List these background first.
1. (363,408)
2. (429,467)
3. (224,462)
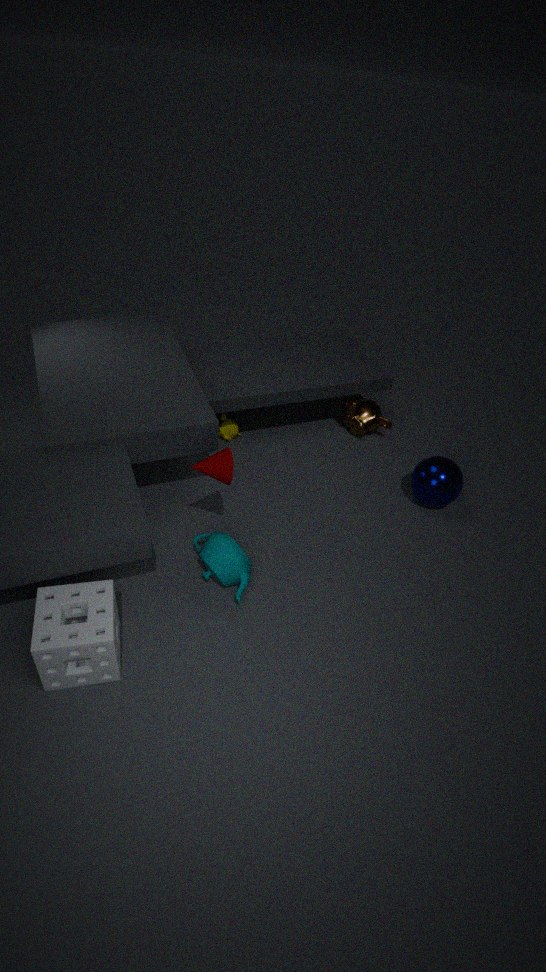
1. (363,408)
2. (429,467)
3. (224,462)
